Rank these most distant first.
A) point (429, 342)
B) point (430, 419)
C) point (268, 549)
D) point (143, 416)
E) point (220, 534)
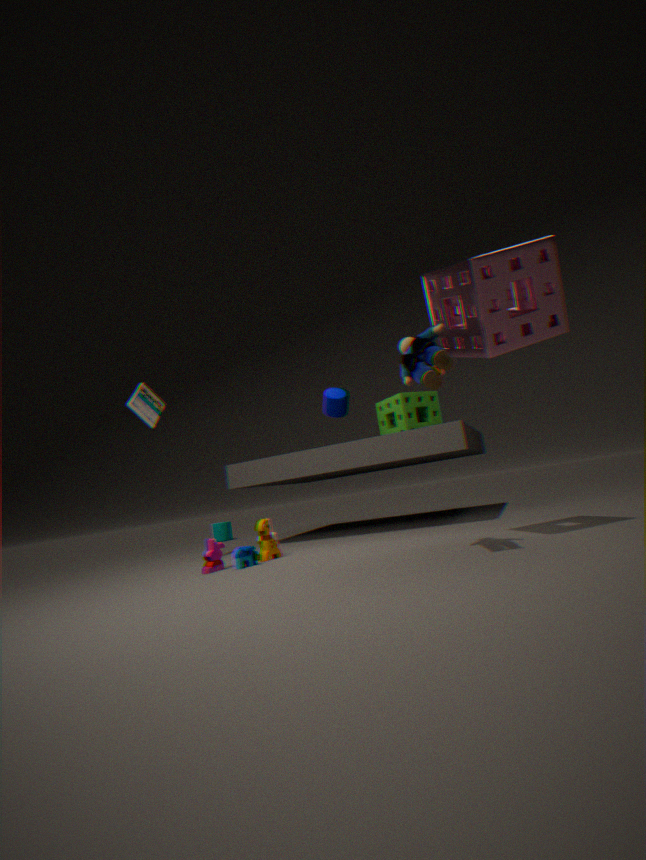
1. point (220, 534)
2. point (430, 419)
3. point (143, 416)
4. point (268, 549)
5. point (429, 342)
